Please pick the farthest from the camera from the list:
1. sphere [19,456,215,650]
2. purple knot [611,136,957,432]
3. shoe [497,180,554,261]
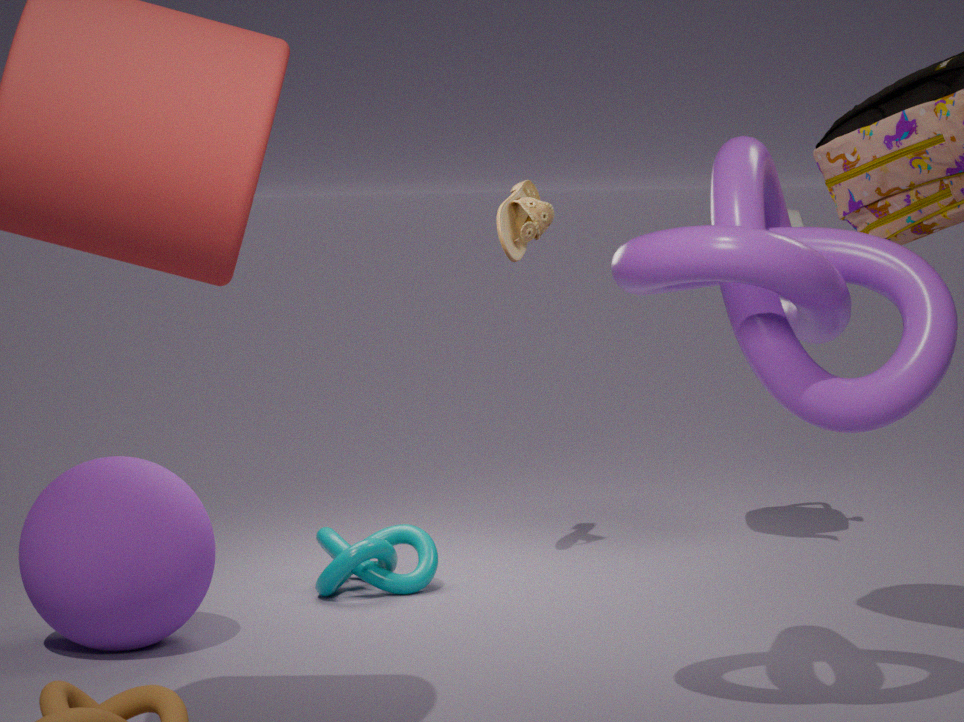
shoe [497,180,554,261]
